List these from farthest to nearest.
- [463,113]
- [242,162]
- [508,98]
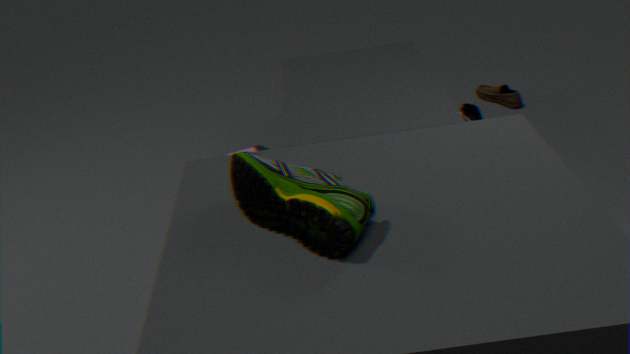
1. [508,98]
2. [463,113]
3. [242,162]
